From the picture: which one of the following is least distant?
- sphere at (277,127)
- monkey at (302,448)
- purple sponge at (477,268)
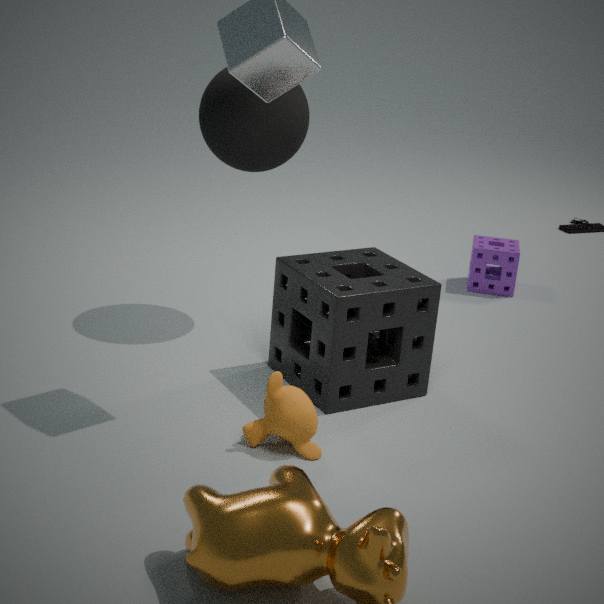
monkey at (302,448)
